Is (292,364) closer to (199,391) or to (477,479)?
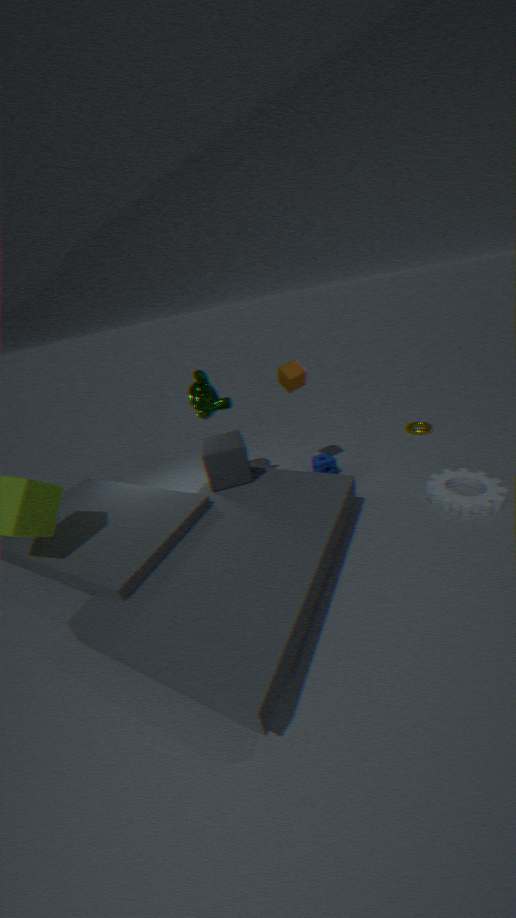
(199,391)
